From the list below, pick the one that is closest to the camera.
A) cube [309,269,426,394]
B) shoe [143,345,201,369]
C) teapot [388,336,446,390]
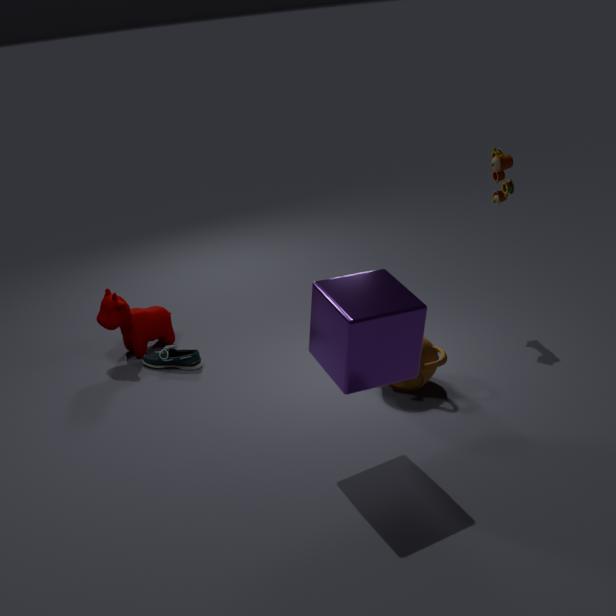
cube [309,269,426,394]
